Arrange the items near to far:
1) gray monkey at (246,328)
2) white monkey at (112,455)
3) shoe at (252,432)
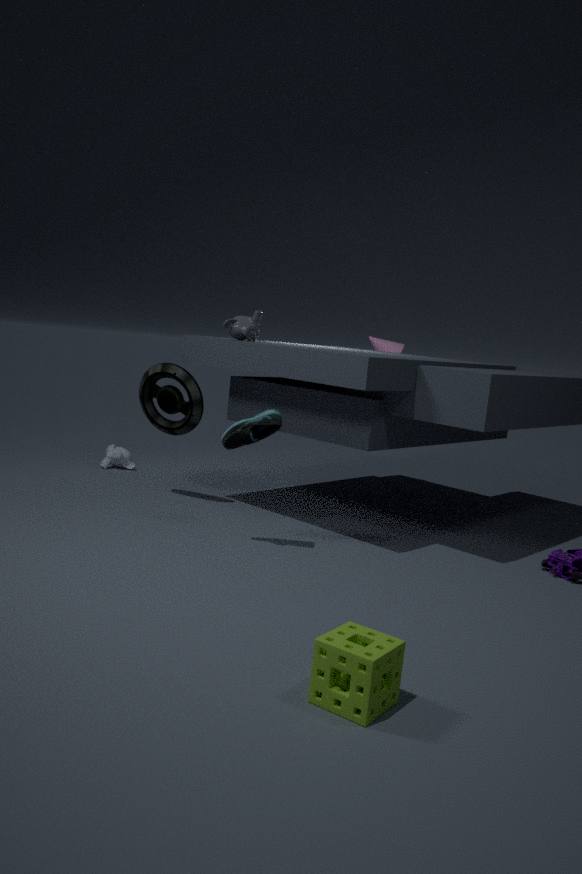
3. shoe at (252,432), 1. gray monkey at (246,328), 2. white monkey at (112,455)
